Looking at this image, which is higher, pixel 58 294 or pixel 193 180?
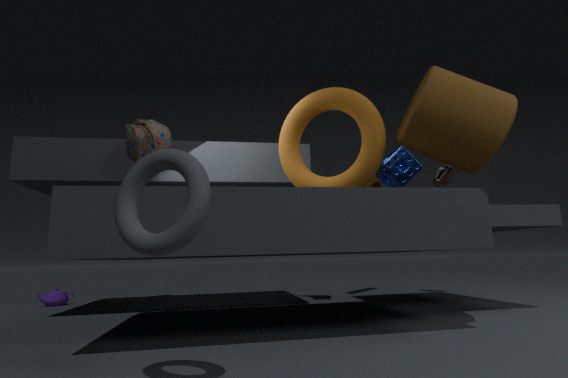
pixel 193 180
